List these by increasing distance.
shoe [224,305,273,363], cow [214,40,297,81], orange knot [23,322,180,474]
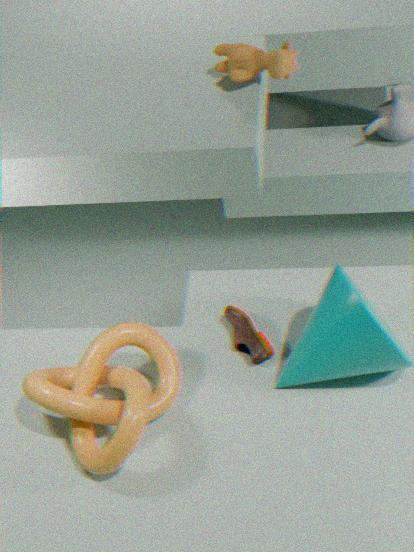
cow [214,40,297,81] → orange knot [23,322,180,474] → shoe [224,305,273,363]
